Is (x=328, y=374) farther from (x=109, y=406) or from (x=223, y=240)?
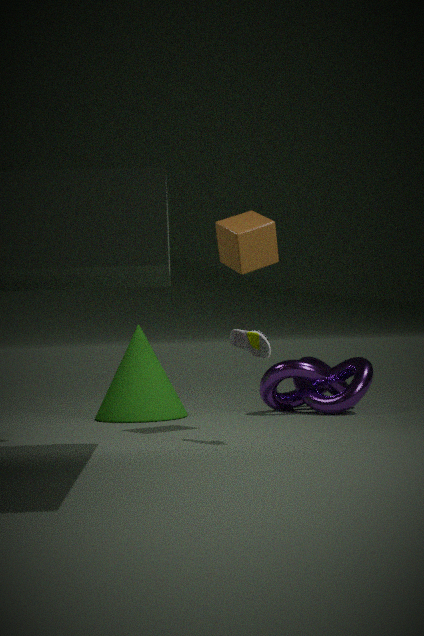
(x=223, y=240)
